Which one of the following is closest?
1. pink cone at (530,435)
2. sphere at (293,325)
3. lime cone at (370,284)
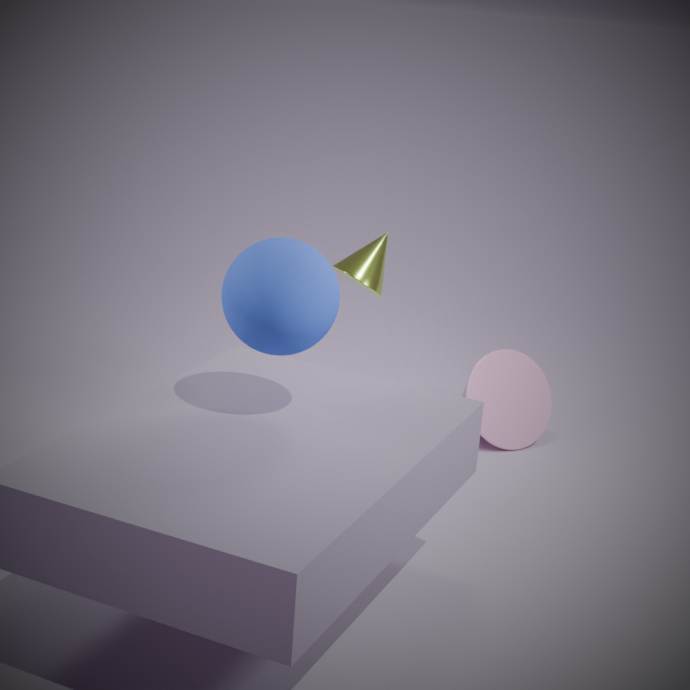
sphere at (293,325)
